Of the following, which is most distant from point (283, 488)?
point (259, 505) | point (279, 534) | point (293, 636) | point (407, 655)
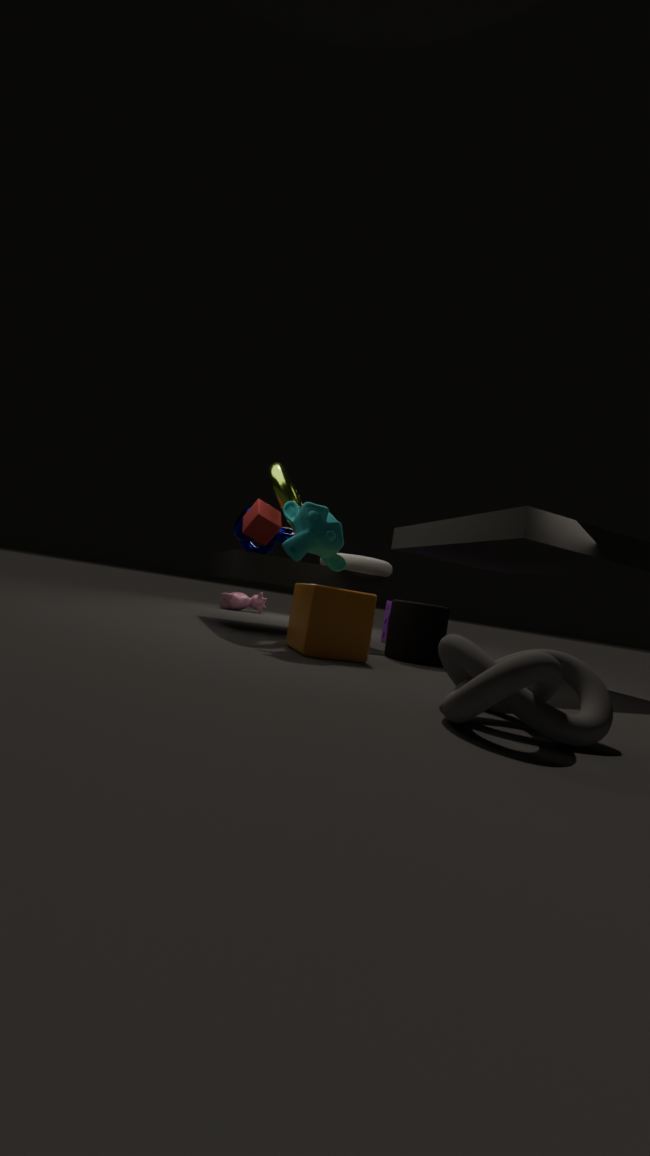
point (407, 655)
